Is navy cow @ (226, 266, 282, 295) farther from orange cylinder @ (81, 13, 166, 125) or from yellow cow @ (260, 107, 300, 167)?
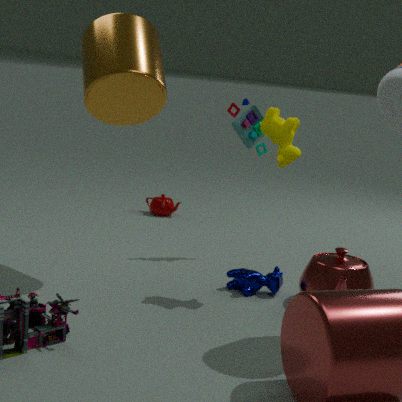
orange cylinder @ (81, 13, 166, 125)
